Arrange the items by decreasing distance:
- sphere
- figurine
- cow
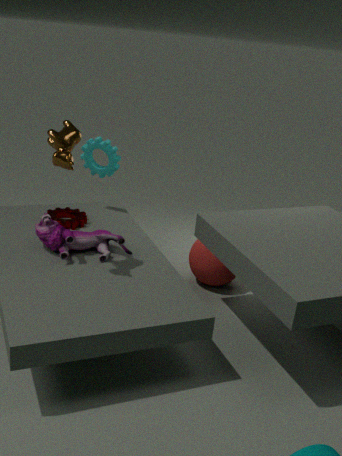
sphere < figurine < cow
